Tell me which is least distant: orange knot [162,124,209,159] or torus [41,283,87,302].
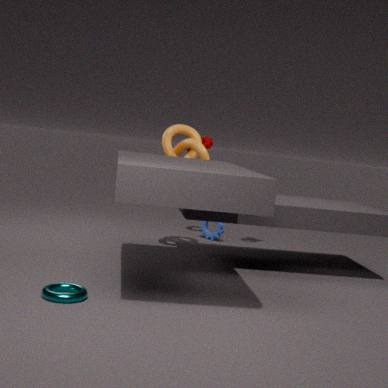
torus [41,283,87,302]
